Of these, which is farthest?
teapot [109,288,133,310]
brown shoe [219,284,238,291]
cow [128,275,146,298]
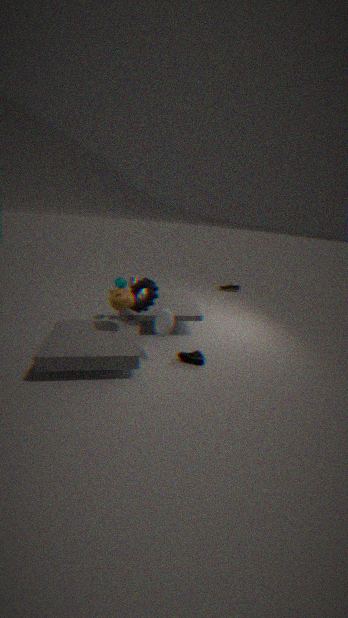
brown shoe [219,284,238,291]
